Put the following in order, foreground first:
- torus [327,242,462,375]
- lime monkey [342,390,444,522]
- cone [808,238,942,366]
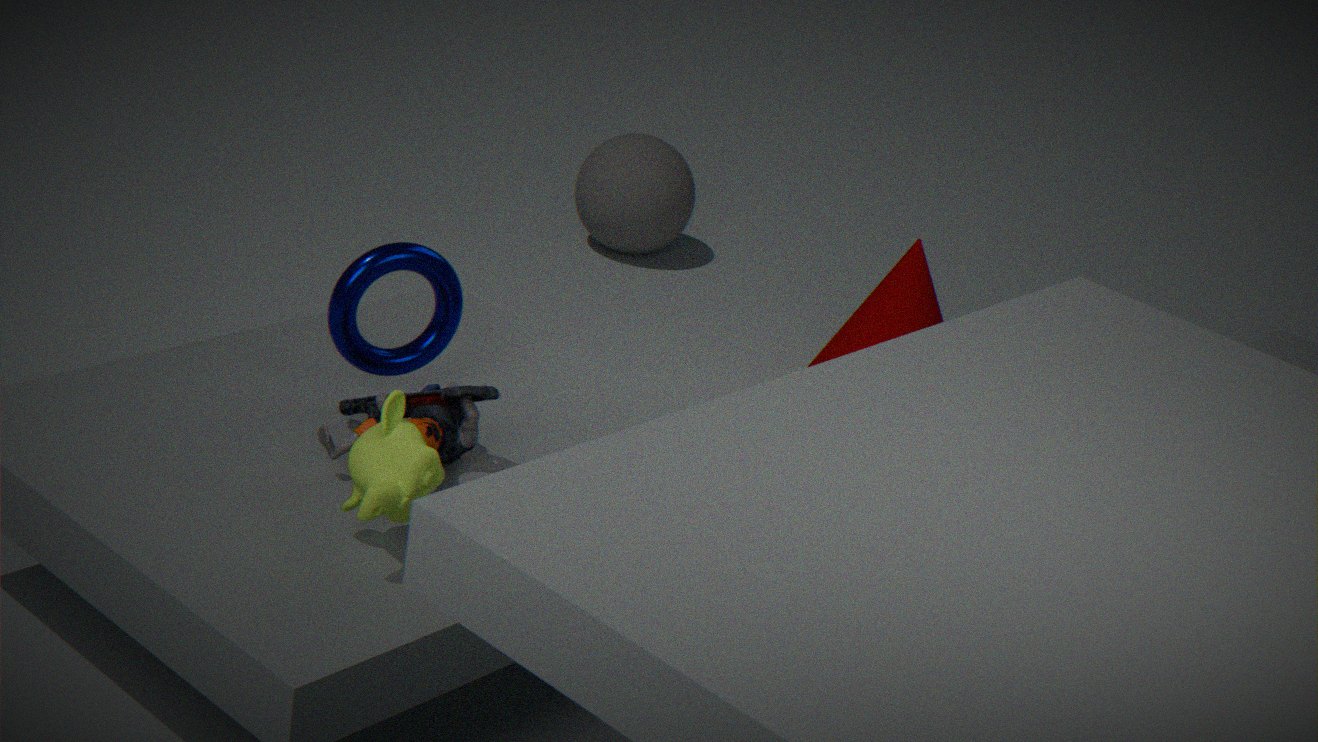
lime monkey [342,390,444,522]
torus [327,242,462,375]
cone [808,238,942,366]
